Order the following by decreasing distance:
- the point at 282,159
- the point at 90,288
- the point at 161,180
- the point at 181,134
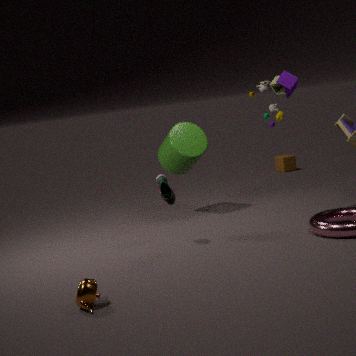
the point at 282,159
the point at 181,134
the point at 161,180
the point at 90,288
